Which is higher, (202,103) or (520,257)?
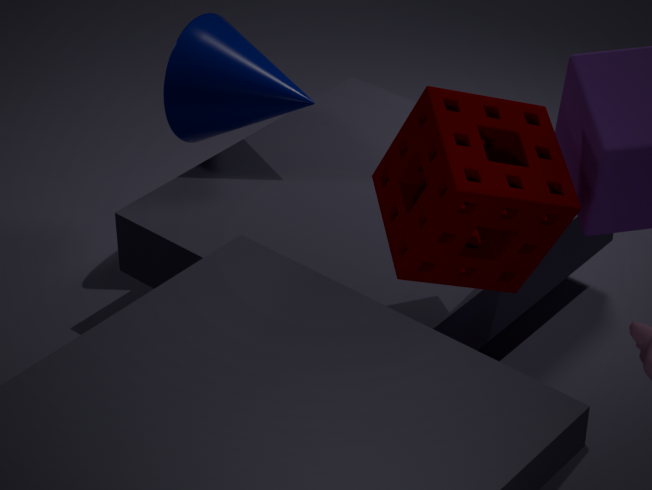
(520,257)
